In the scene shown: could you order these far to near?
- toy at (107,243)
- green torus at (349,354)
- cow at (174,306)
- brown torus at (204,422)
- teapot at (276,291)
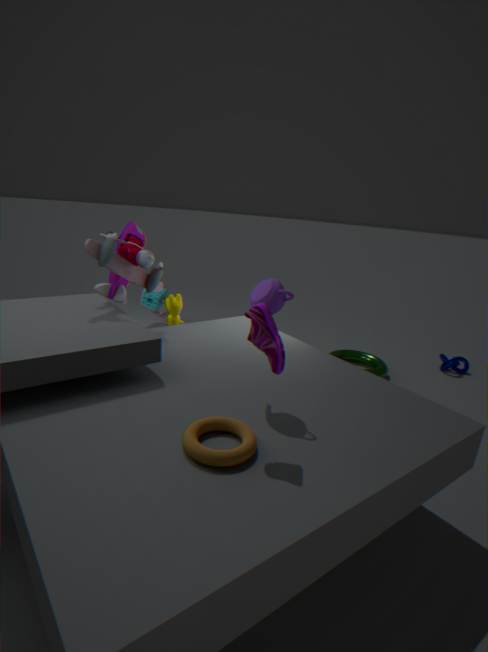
green torus at (349,354) → cow at (174,306) → toy at (107,243) → teapot at (276,291) → brown torus at (204,422)
